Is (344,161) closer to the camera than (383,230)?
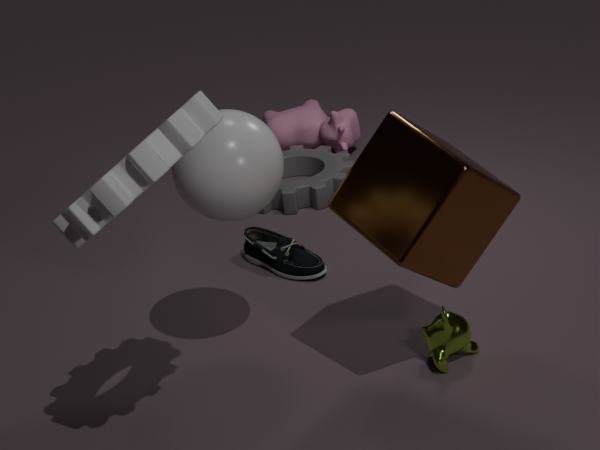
No
